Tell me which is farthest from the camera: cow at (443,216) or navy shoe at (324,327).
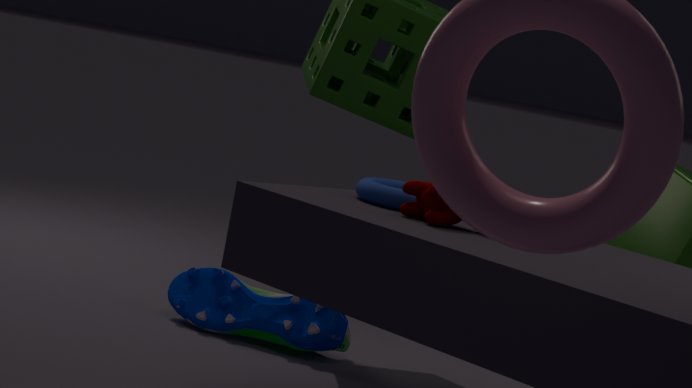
navy shoe at (324,327)
